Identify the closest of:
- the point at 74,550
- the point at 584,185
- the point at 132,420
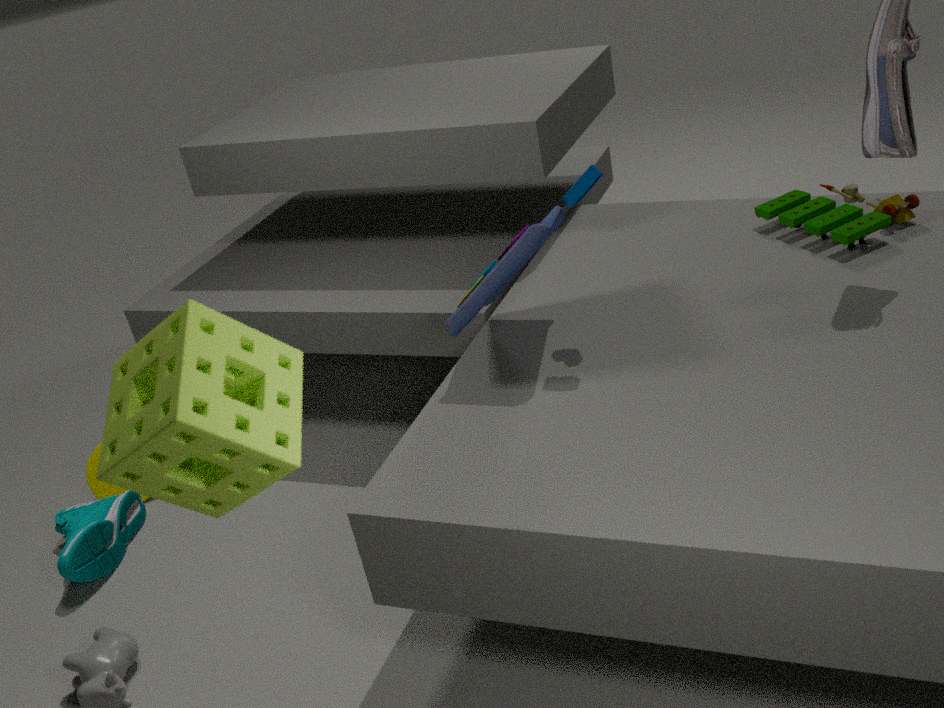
the point at 132,420
